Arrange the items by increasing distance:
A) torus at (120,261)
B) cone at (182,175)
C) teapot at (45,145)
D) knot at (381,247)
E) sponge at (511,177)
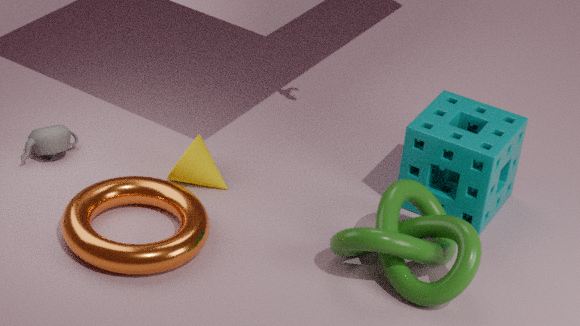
1. knot at (381,247)
2. torus at (120,261)
3. sponge at (511,177)
4. cone at (182,175)
5. teapot at (45,145)
